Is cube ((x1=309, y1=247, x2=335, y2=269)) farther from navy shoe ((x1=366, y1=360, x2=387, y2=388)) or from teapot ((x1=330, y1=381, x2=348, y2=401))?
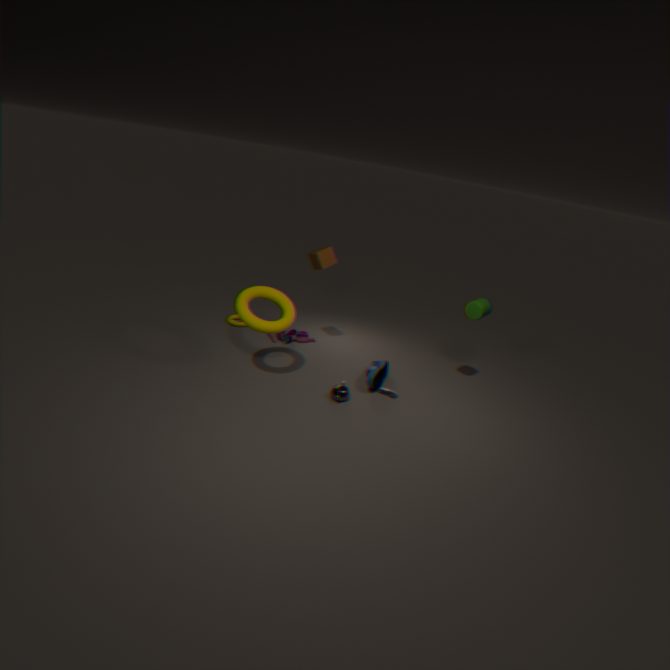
teapot ((x1=330, y1=381, x2=348, y2=401))
